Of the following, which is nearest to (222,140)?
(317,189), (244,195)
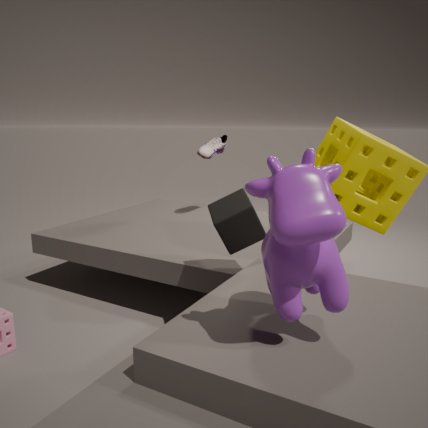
(244,195)
